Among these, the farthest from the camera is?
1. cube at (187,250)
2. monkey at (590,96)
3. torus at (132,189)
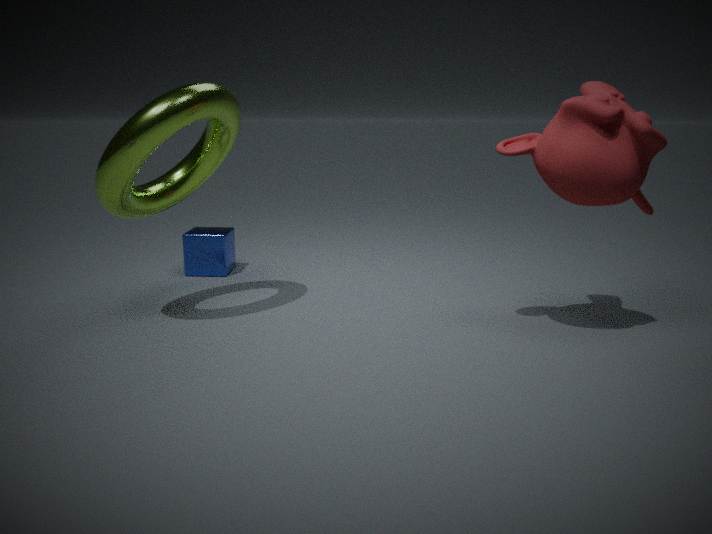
cube at (187,250)
